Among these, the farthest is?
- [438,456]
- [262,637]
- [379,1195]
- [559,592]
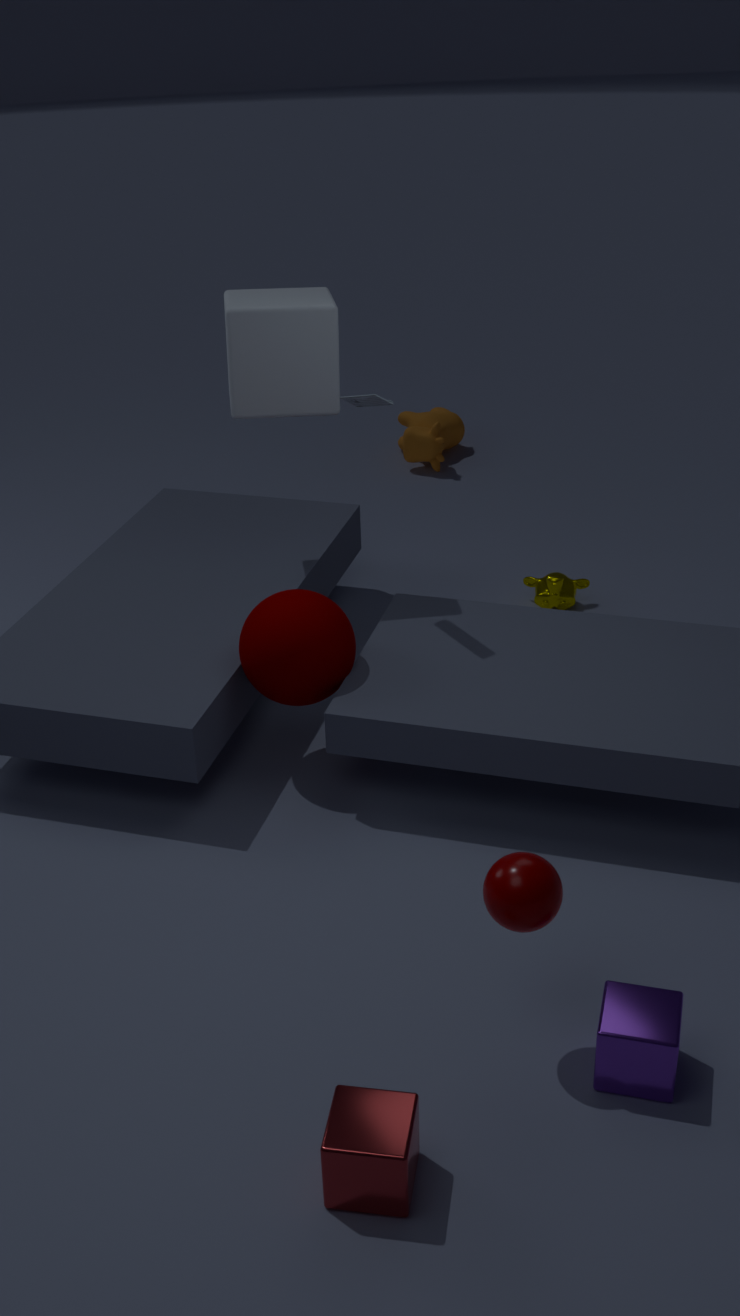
[438,456]
